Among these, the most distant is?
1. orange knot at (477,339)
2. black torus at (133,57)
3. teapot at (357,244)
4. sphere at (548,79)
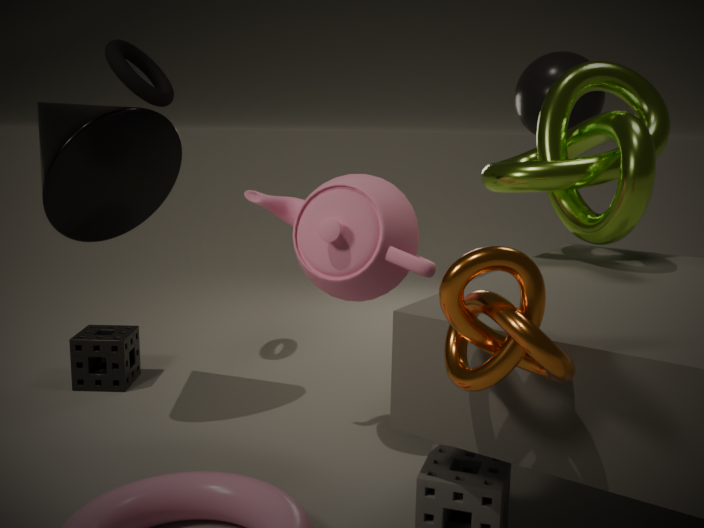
sphere at (548,79)
